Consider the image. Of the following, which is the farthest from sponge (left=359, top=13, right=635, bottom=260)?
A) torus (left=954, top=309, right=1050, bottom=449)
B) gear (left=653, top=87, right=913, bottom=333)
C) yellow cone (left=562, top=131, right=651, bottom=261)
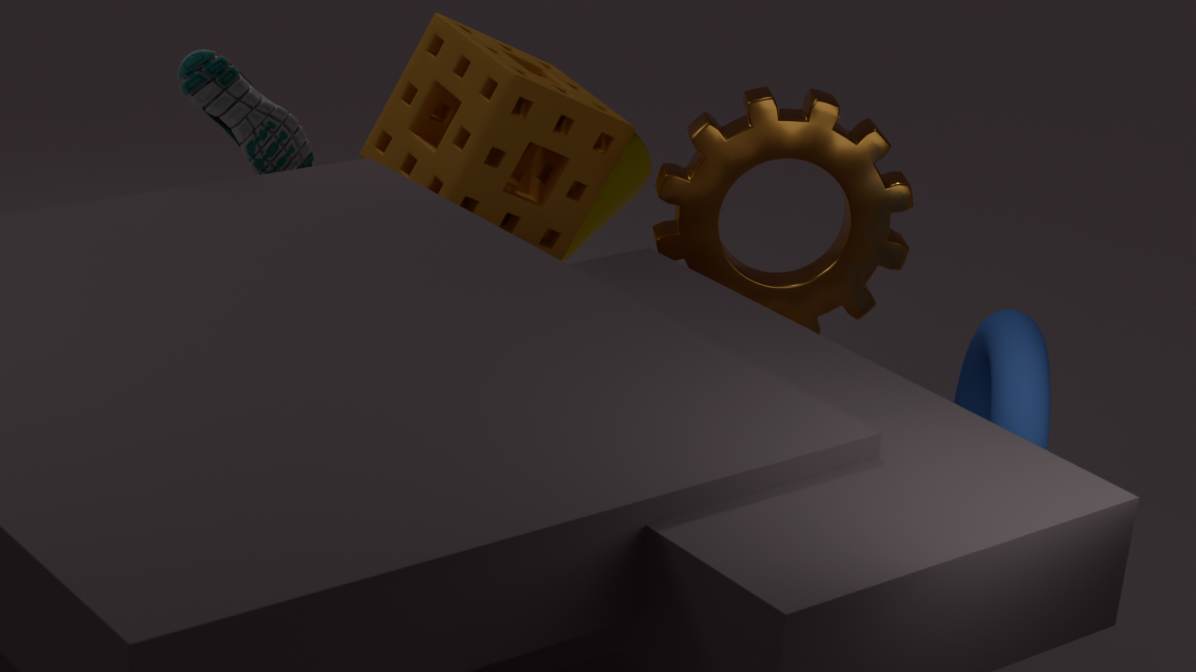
torus (left=954, top=309, right=1050, bottom=449)
